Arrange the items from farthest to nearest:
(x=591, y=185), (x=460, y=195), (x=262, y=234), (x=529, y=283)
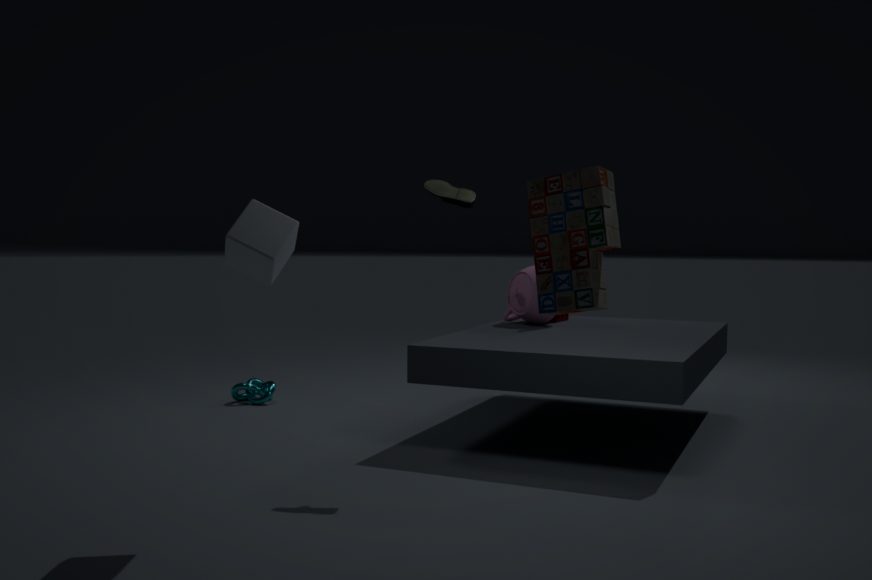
(x=529, y=283) < (x=460, y=195) < (x=262, y=234) < (x=591, y=185)
